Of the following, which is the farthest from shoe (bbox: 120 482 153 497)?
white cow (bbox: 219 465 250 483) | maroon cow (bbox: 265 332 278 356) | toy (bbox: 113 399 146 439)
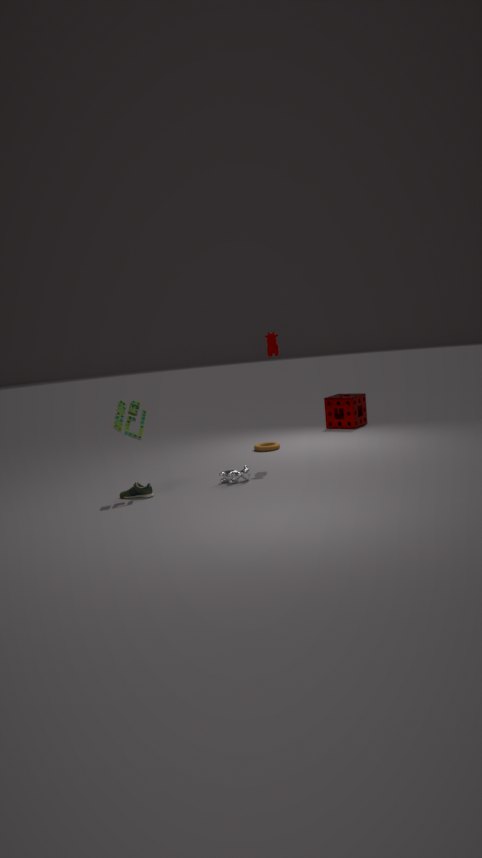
maroon cow (bbox: 265 332 278 356)
